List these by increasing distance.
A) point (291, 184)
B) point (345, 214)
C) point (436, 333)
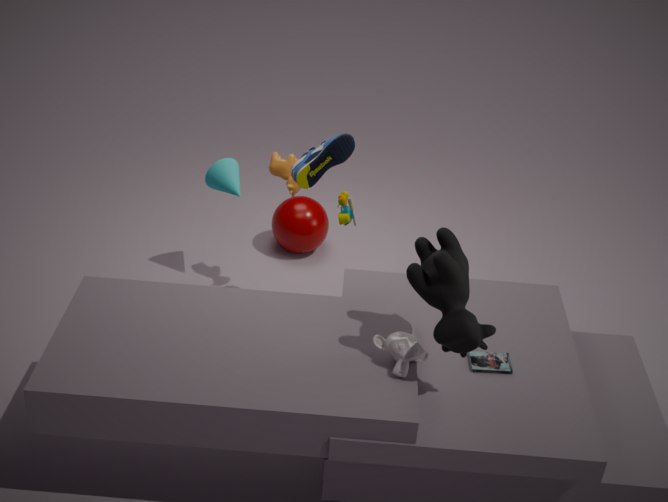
point (436, 333) → point (345, 214) → point (291, 184)
